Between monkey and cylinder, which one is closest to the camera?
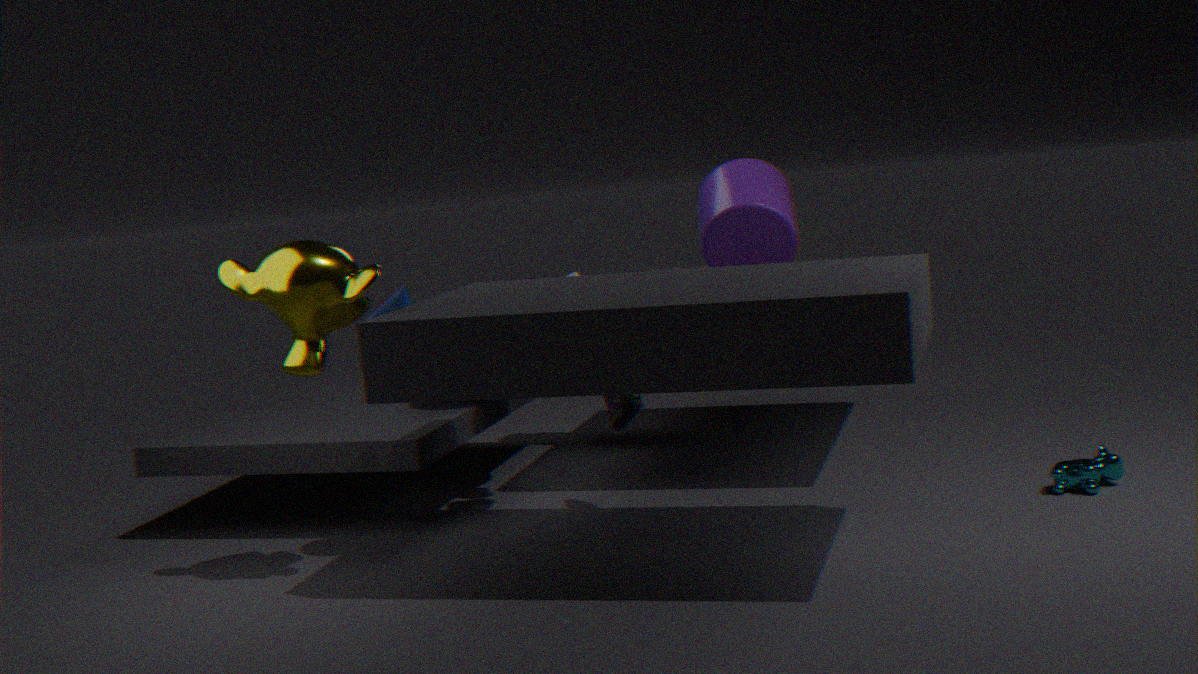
monkey
